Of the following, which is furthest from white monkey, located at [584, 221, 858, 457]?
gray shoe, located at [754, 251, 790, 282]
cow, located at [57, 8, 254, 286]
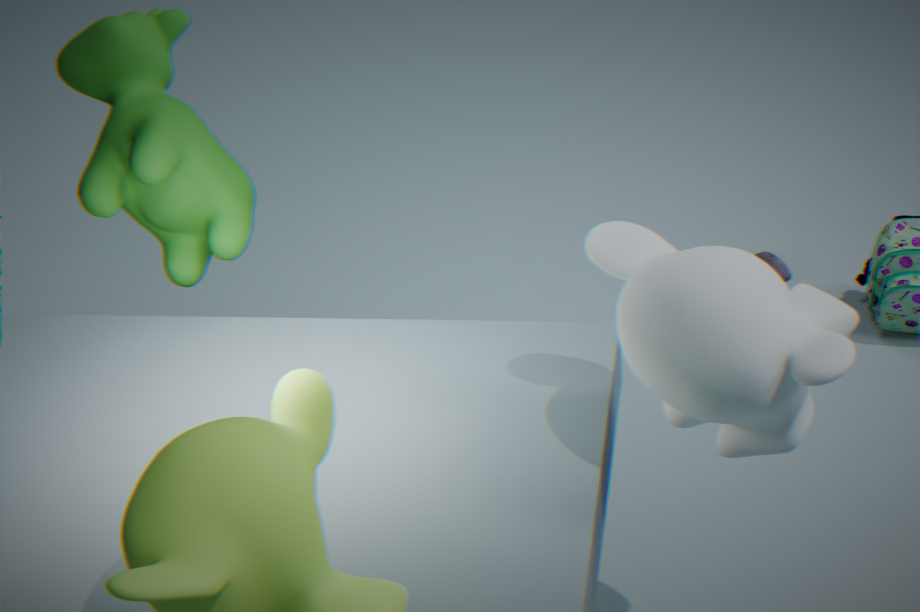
gray shoe, located at [754, 251, 790, 282]
